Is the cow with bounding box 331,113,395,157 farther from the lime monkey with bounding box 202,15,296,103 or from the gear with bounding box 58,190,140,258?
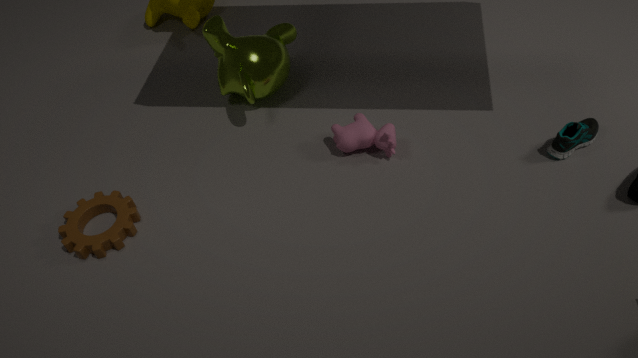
the gear with bounding box 58,190,140,258
